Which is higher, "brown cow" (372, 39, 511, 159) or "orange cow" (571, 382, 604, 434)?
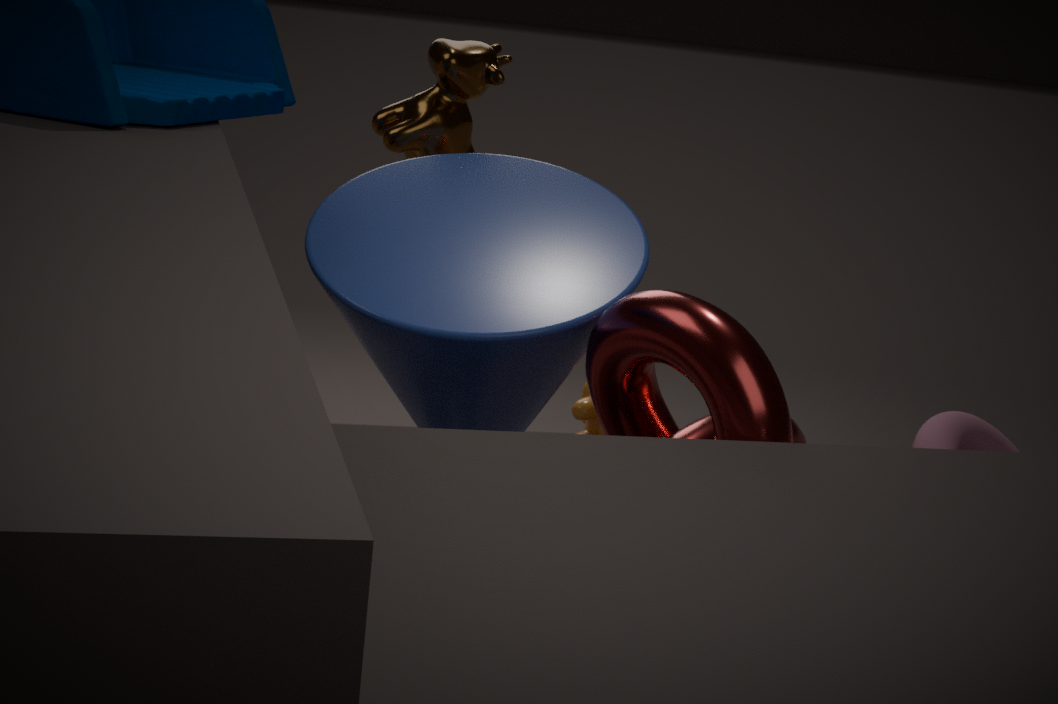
"brown cow" (372, 39, 511, 159)
